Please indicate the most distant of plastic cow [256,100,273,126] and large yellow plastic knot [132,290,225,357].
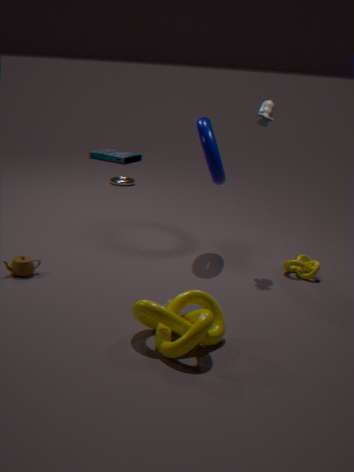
plastic cow [256,100,273,126]
